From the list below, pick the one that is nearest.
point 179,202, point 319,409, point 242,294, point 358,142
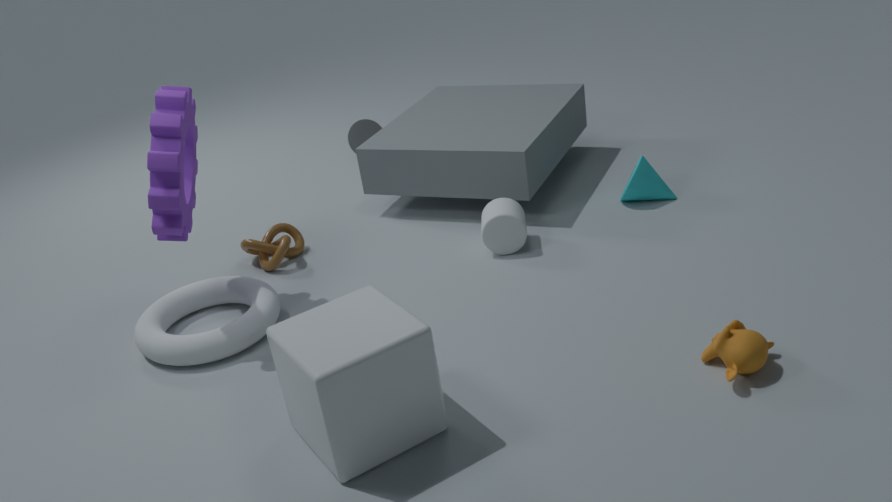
point 319,409
